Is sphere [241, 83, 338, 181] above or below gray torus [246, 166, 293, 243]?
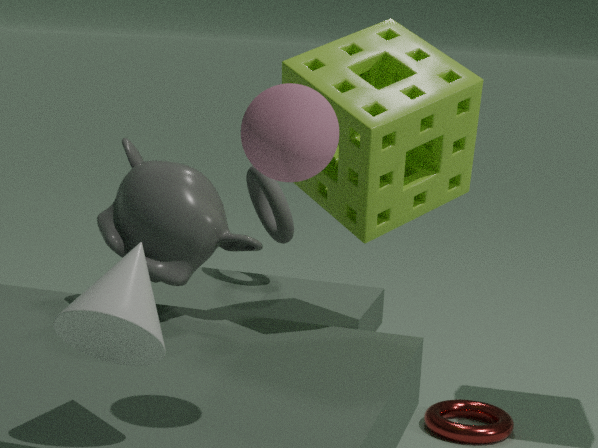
above
